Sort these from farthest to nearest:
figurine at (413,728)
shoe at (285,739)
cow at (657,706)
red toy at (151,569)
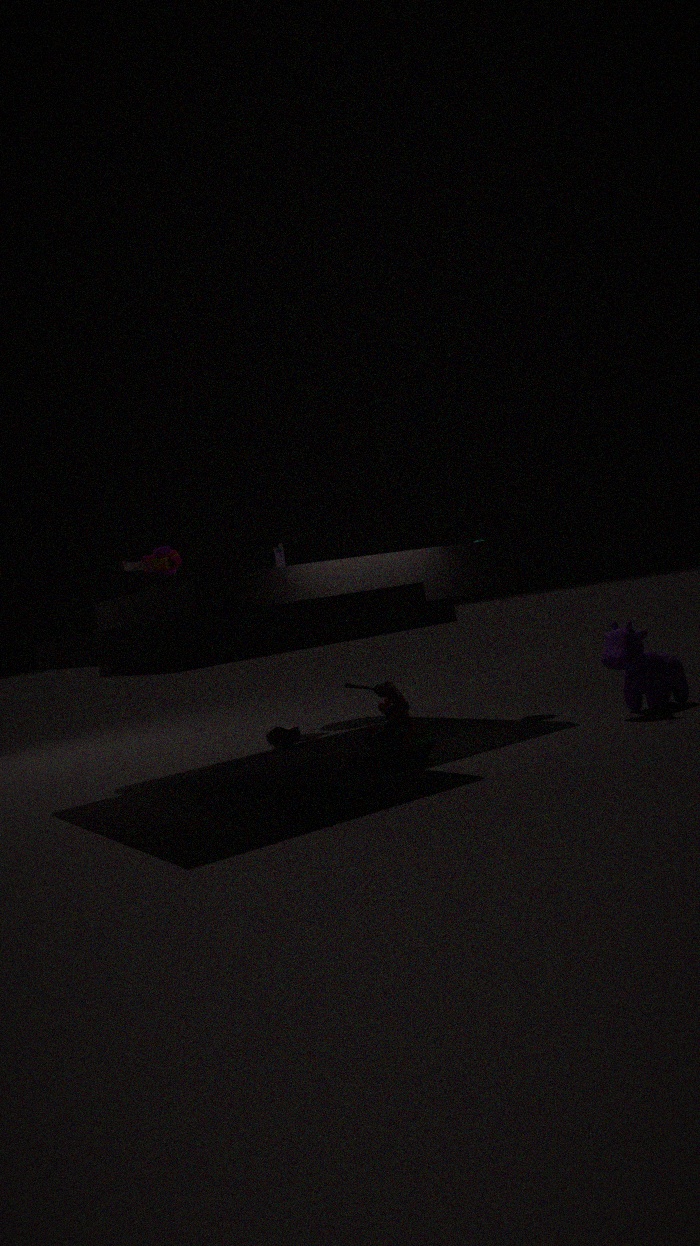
shoe at (285,739), red toy at (151,569), cow at (657,706), figurine at (413,728)
